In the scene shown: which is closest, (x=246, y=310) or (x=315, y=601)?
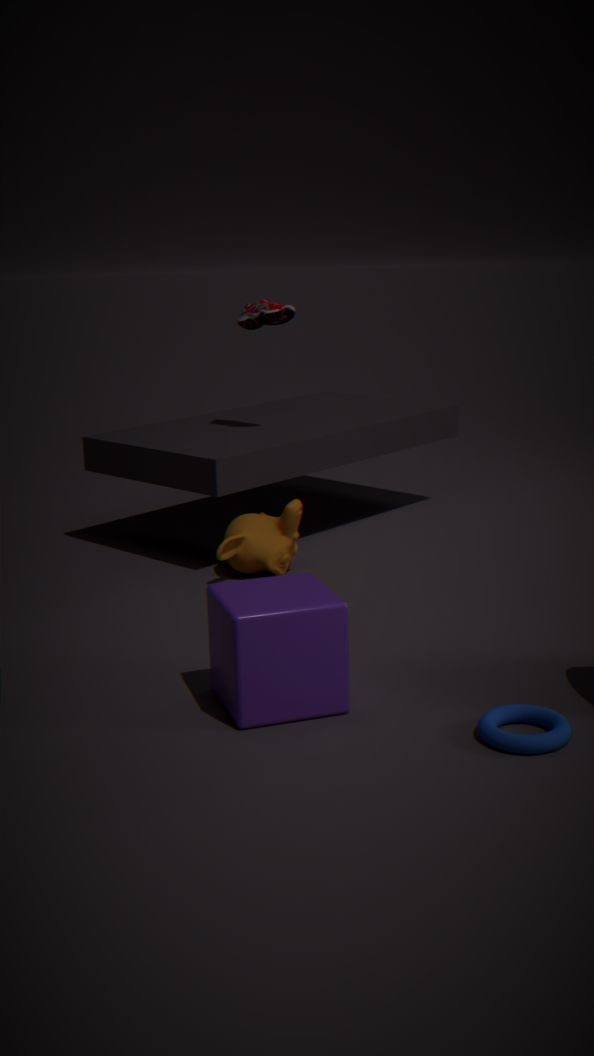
(x=315, y=601)
